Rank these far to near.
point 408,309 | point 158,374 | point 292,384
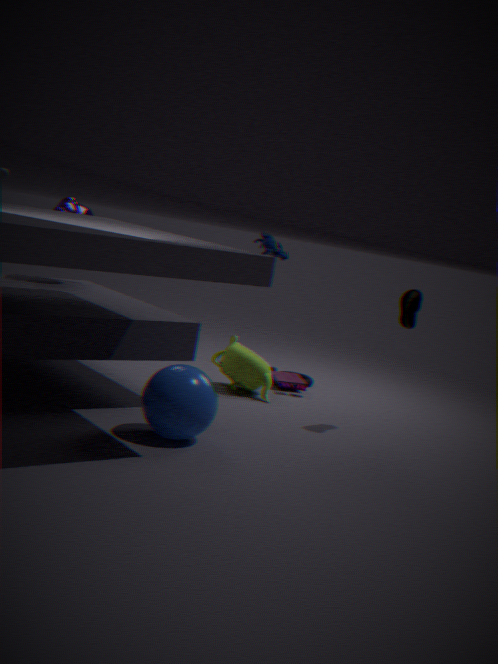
point 292,384 → point 408,309 → point 158,374
